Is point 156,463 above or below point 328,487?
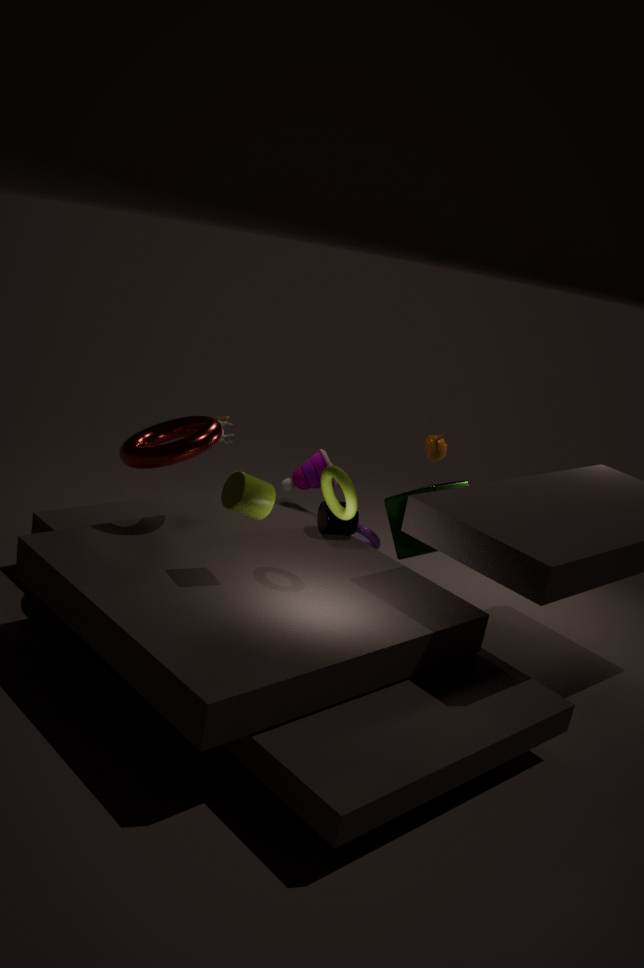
below
